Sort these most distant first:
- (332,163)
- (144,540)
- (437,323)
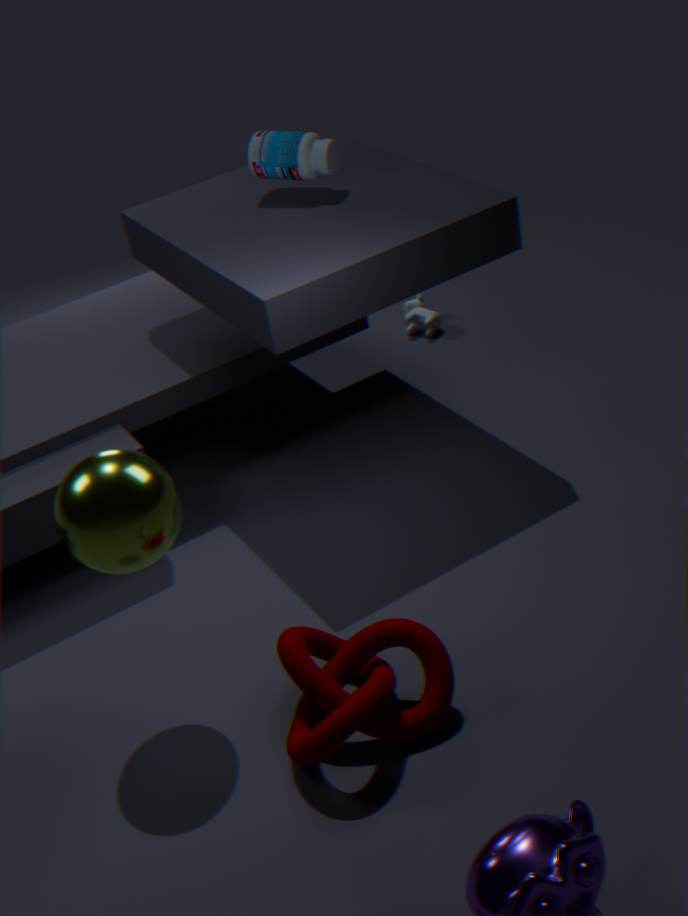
(437,323), (332,163), (144,540)
